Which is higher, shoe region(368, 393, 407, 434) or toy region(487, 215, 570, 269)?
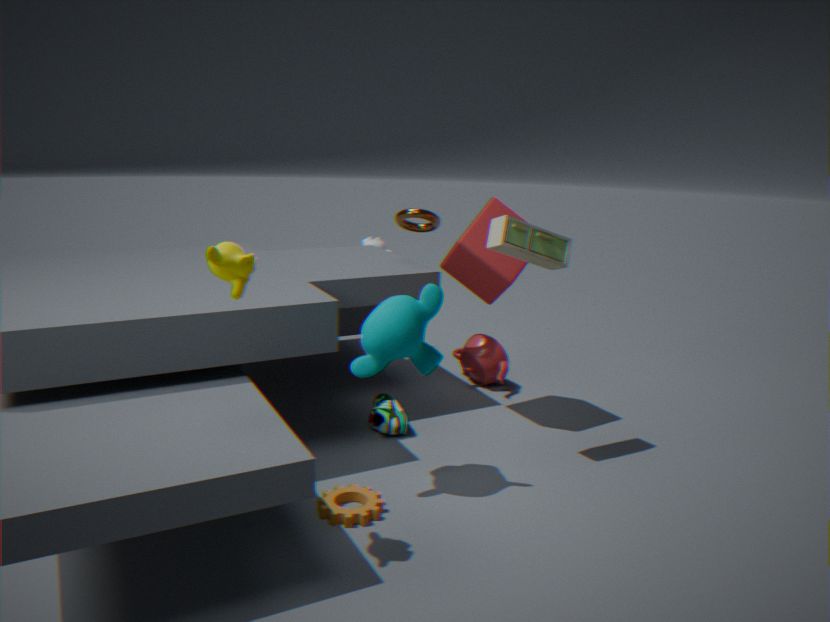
toy region(487, 215, 570, 269)
